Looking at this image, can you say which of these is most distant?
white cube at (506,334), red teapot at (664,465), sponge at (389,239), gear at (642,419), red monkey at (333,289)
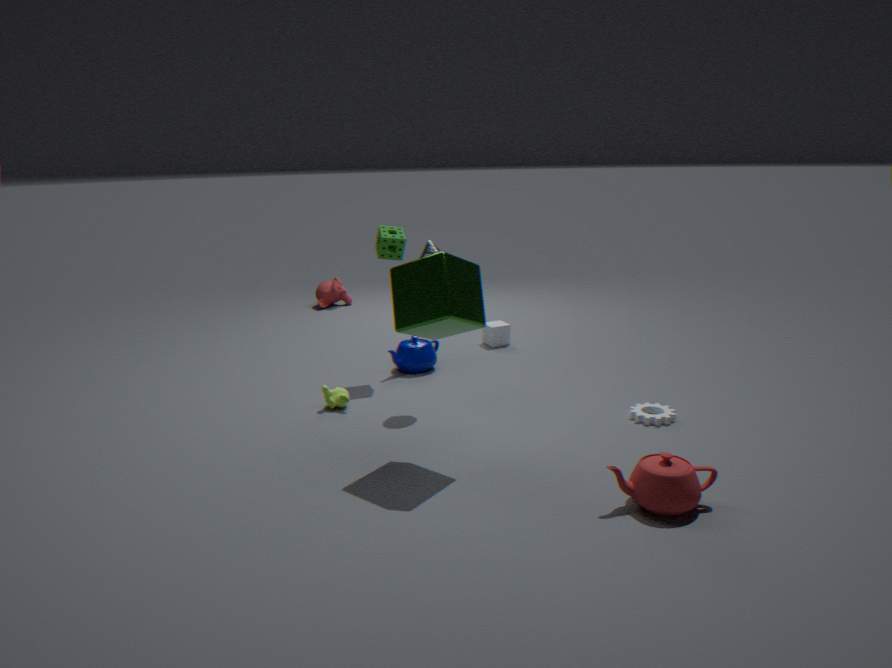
red monkey at (333,289)
